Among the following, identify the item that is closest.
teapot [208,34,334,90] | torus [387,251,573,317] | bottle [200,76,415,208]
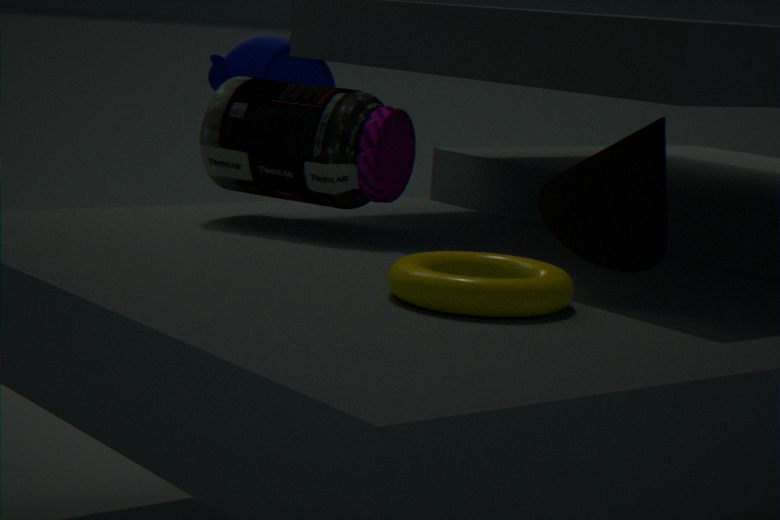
torus [387,251,573,317]
